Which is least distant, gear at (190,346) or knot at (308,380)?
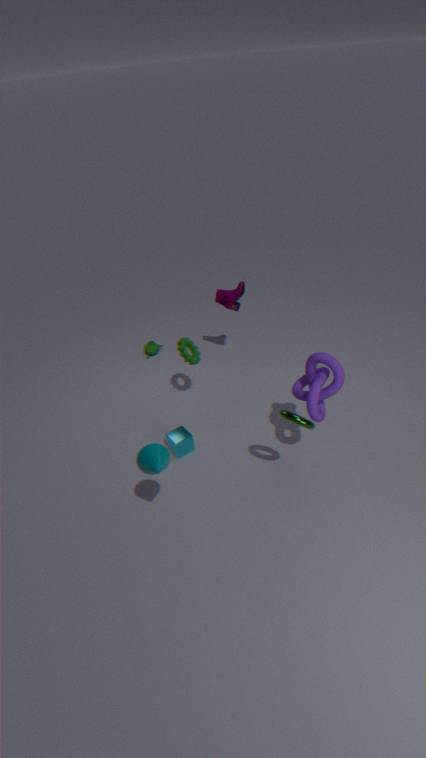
knot at (308,380)
